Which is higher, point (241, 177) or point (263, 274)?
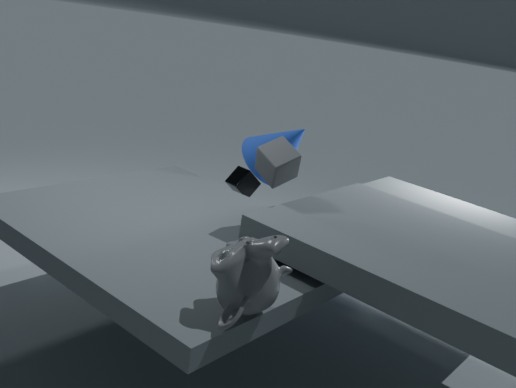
point (263, 274)
